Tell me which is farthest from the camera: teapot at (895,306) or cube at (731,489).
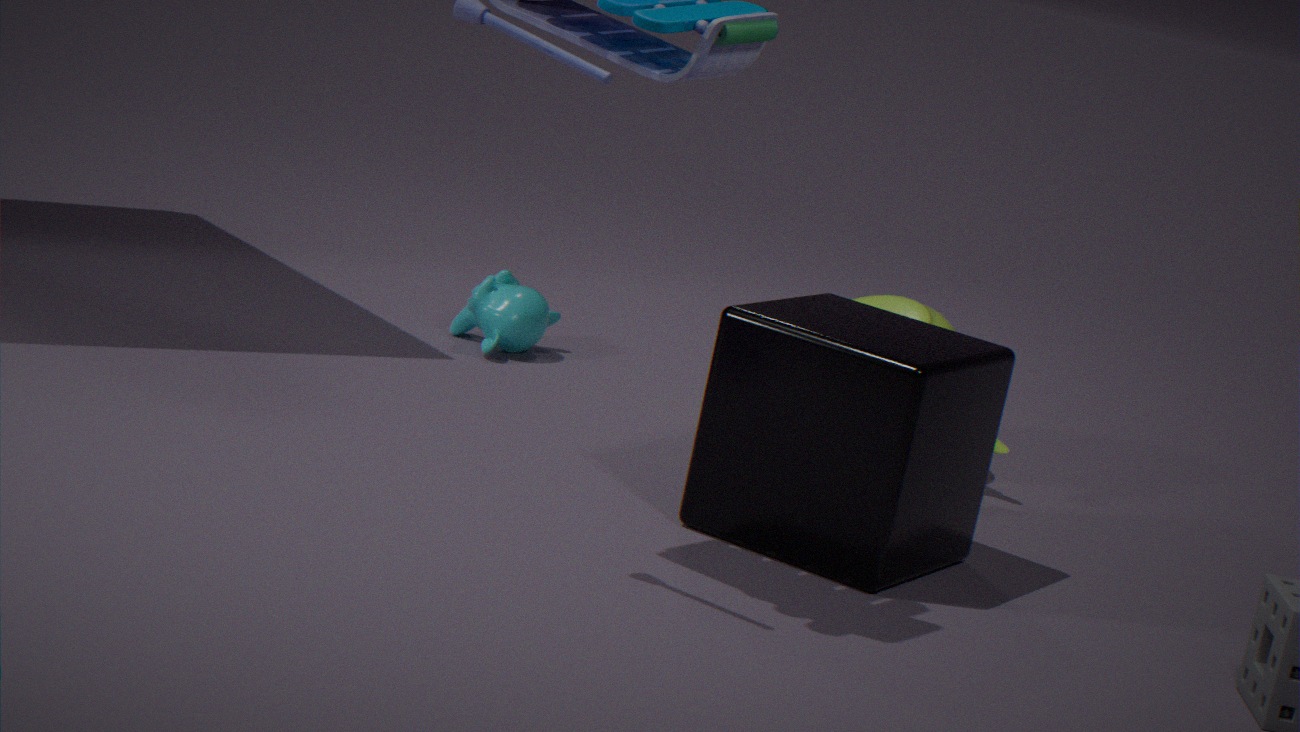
teapot at (895,306)
